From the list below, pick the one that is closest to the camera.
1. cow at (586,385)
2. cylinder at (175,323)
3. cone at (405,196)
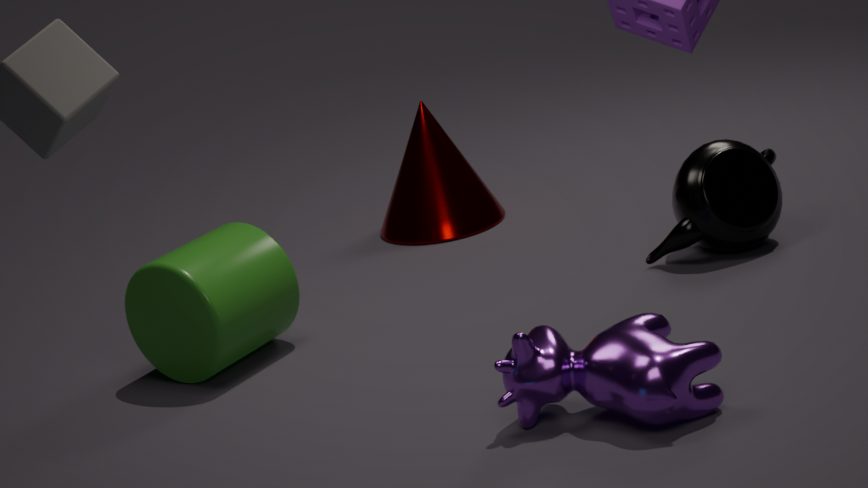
cow at (586,385)
